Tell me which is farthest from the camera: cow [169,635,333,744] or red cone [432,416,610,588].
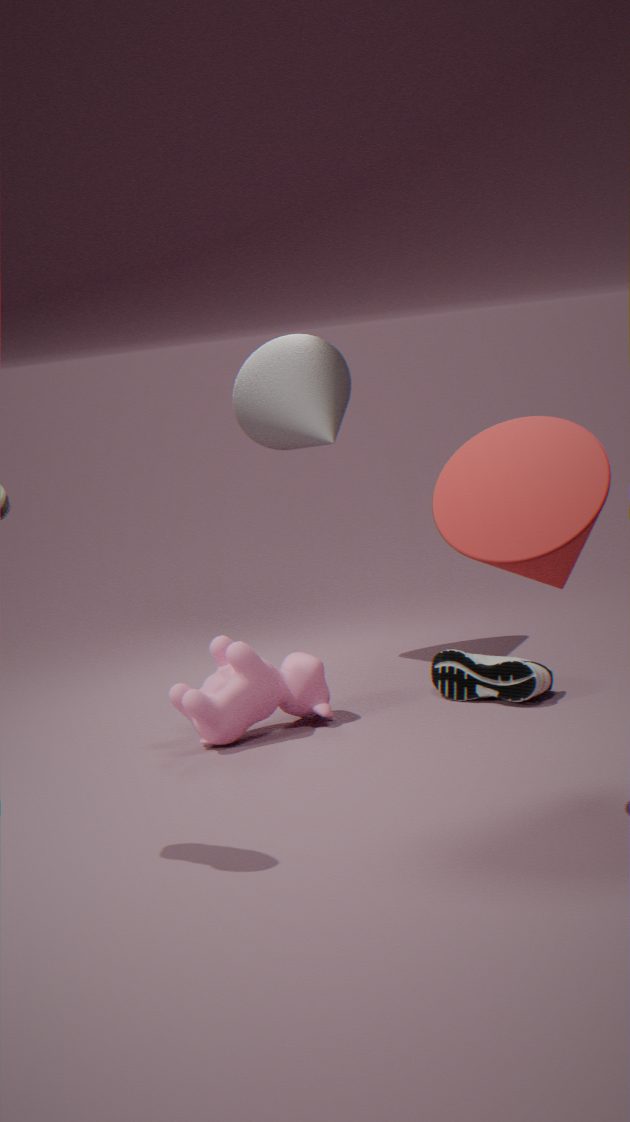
cow [169,635,333,744]
